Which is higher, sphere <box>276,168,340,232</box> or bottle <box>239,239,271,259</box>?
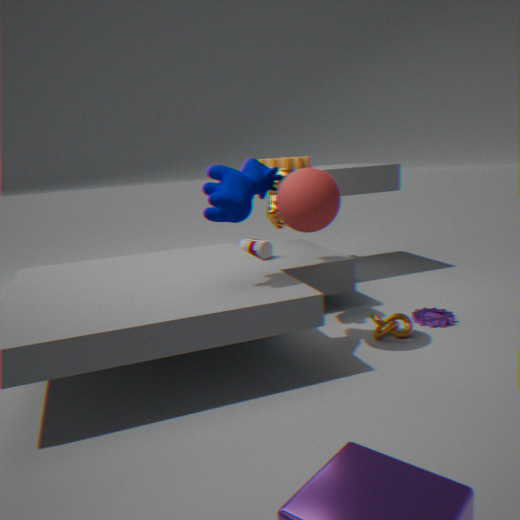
sphere <box>276,168,340,232</box>
